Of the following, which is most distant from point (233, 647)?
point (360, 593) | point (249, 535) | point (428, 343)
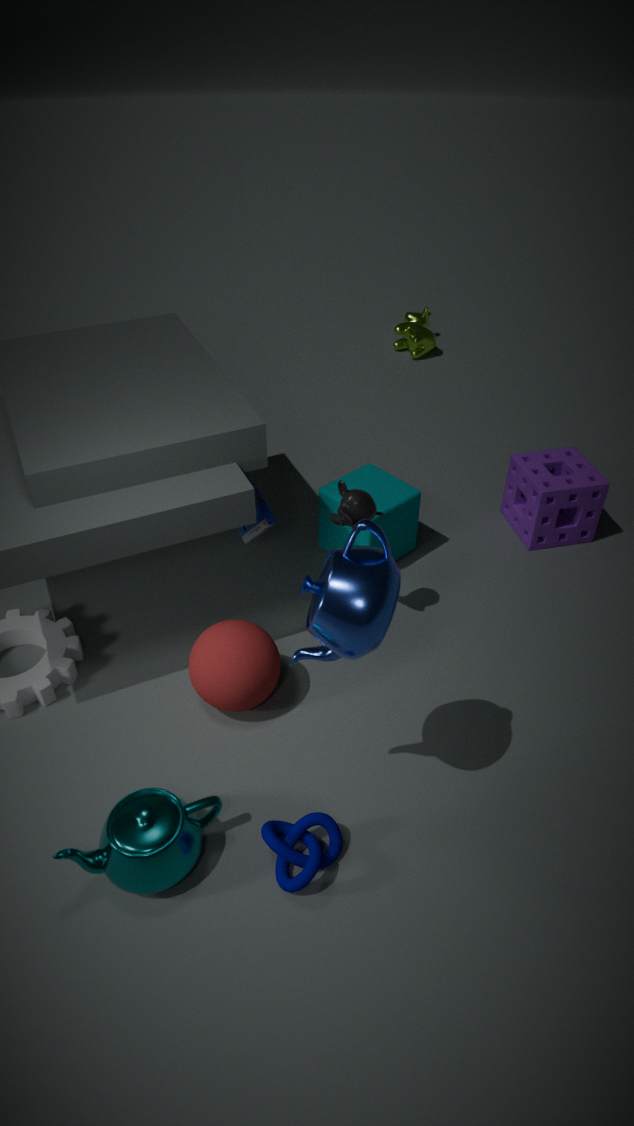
point (428, 343)
